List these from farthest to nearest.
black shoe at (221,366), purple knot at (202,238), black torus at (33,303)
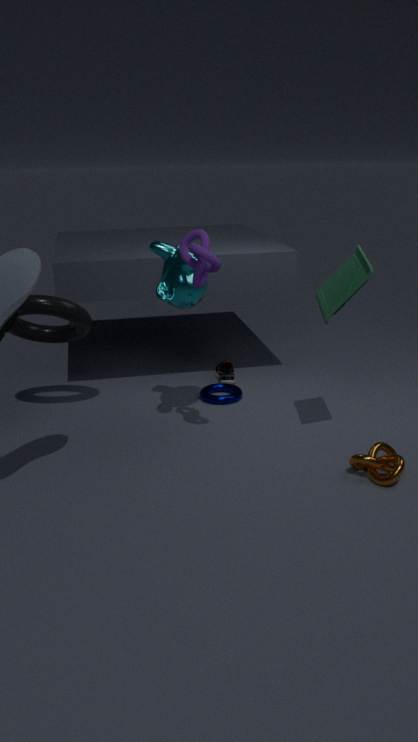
1. black shoe at (221,366)
2. black torus at (33,303)
3. purple knot at (202,238)
